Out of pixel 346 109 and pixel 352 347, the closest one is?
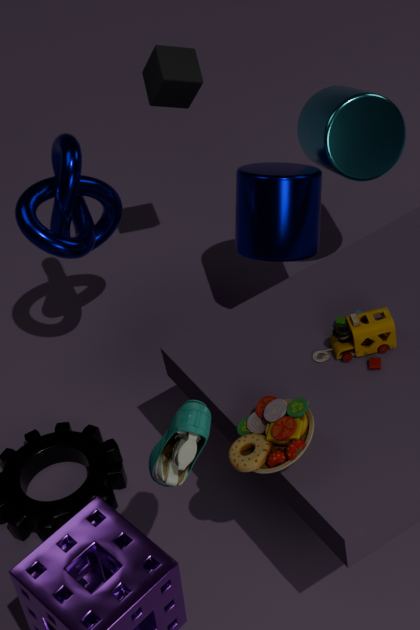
pixel 352 347
